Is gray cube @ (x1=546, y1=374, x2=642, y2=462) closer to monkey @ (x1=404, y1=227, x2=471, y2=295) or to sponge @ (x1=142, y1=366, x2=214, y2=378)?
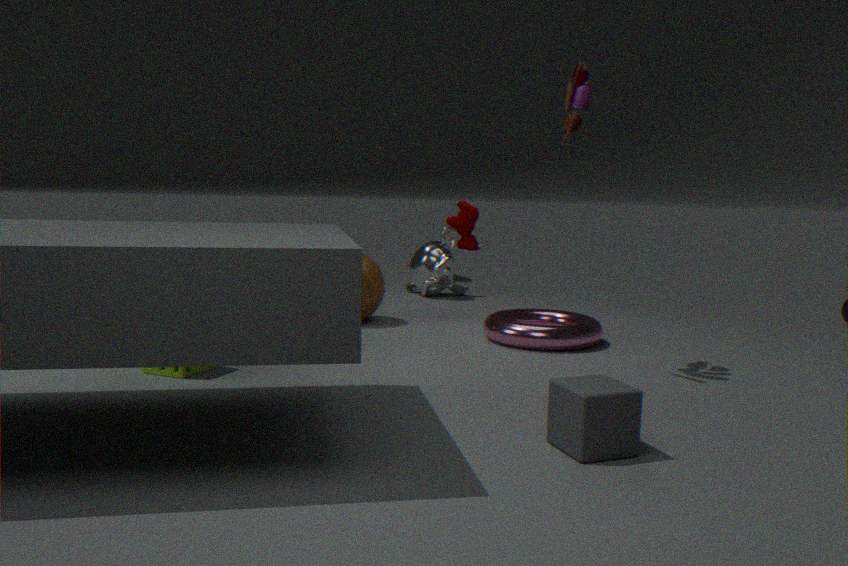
sponge @ (x1=142, y1=366, x2=214, y2=378)
